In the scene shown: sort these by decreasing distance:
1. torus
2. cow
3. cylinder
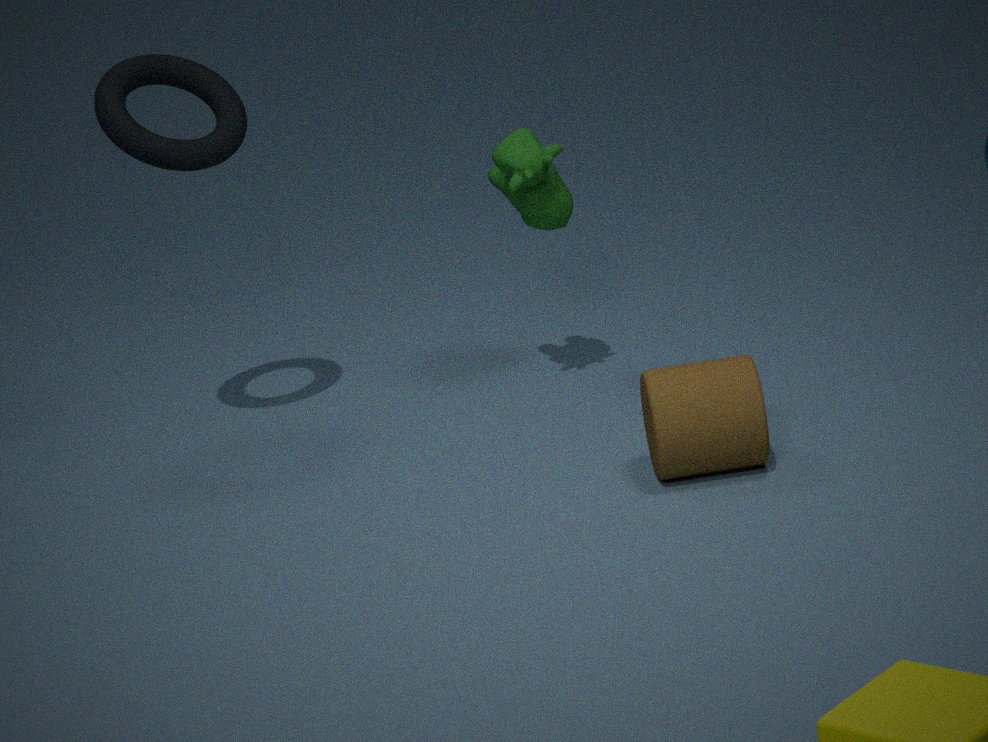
1. cow
2. torus
3. cylinder
